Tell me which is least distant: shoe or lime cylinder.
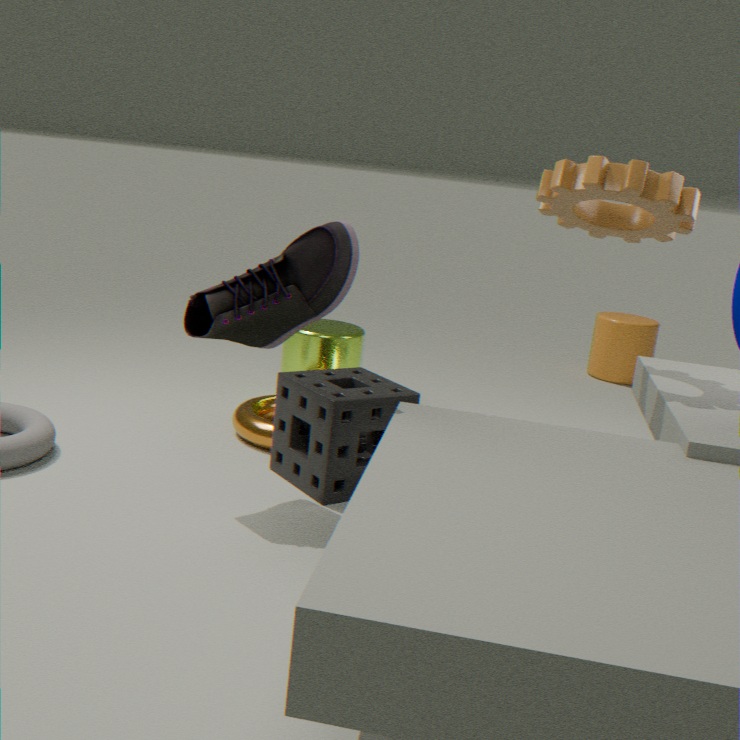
shoe
